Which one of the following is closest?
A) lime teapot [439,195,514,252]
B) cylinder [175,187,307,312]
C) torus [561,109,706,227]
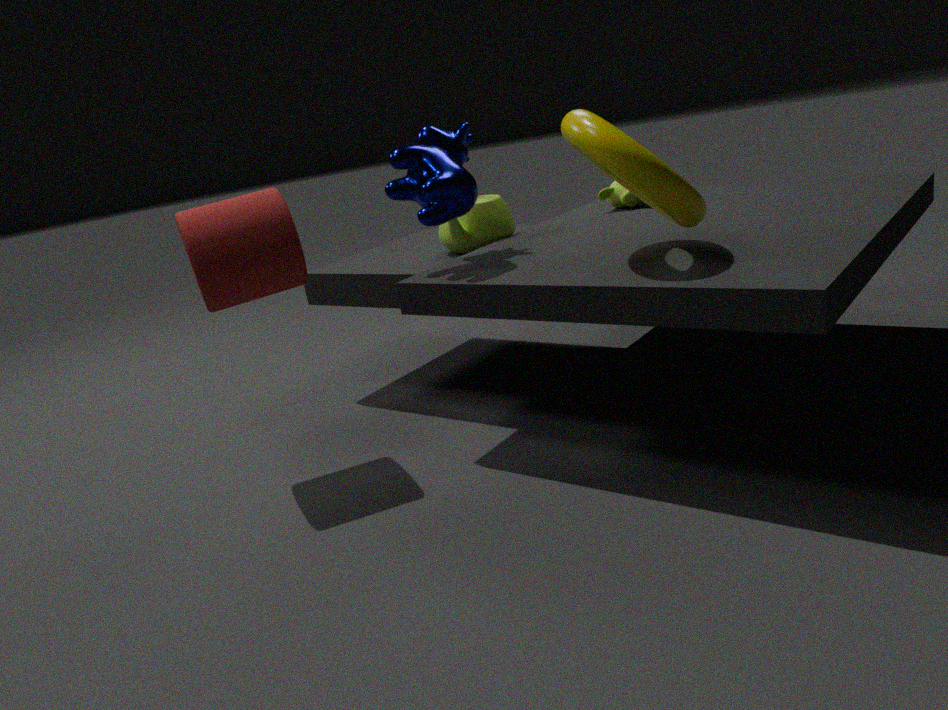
torus [561,109,706,227]
